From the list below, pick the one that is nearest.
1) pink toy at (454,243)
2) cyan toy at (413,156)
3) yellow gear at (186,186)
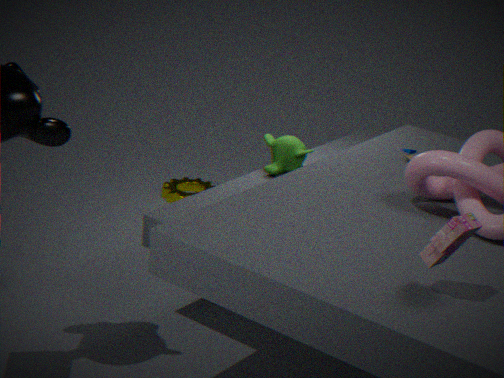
1. pink toy at (454,243)
